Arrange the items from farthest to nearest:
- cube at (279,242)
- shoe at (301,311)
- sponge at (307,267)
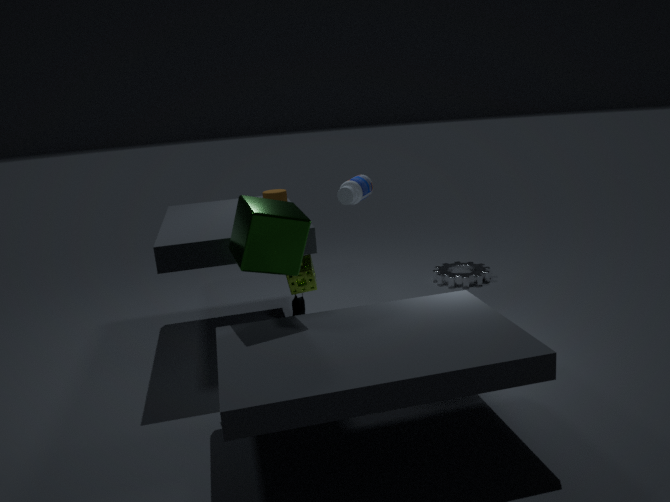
1. shoe at (301,311)
2. sponge at (307,267)
3. cube at (279,242)
